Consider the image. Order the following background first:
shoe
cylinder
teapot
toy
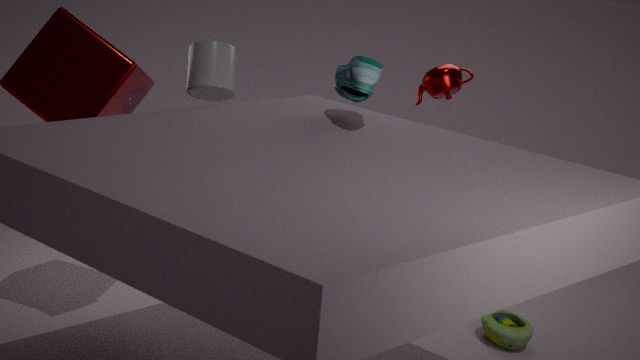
toy
teapot
cylinder
shoe
